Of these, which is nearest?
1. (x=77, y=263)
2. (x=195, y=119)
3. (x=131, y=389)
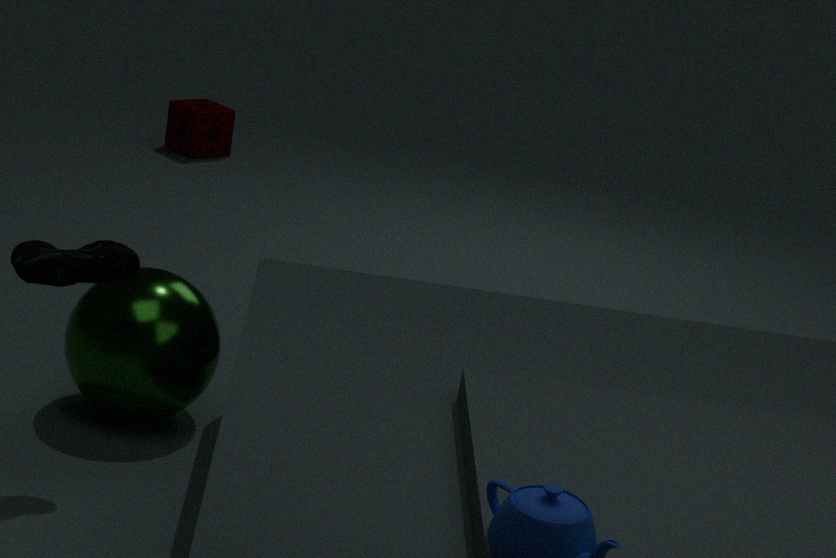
(x=77, y=263)
